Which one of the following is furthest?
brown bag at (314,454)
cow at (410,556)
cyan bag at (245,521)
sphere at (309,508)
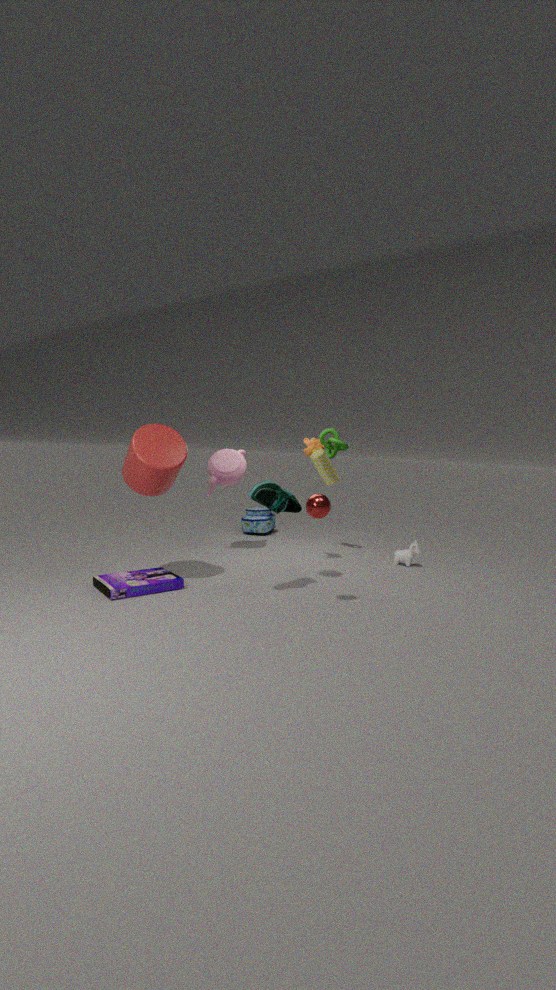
cyan bag at (245,521)
